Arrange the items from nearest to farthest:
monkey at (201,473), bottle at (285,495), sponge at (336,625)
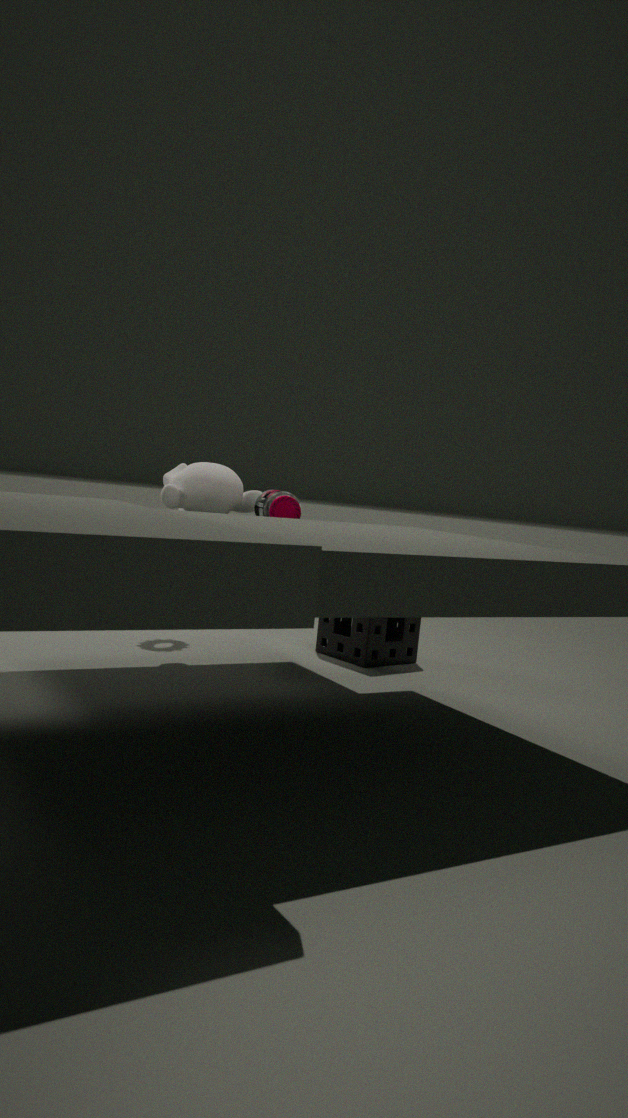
bottle at (285,495)
monkey at (201,473)
sponge at (336,625)
